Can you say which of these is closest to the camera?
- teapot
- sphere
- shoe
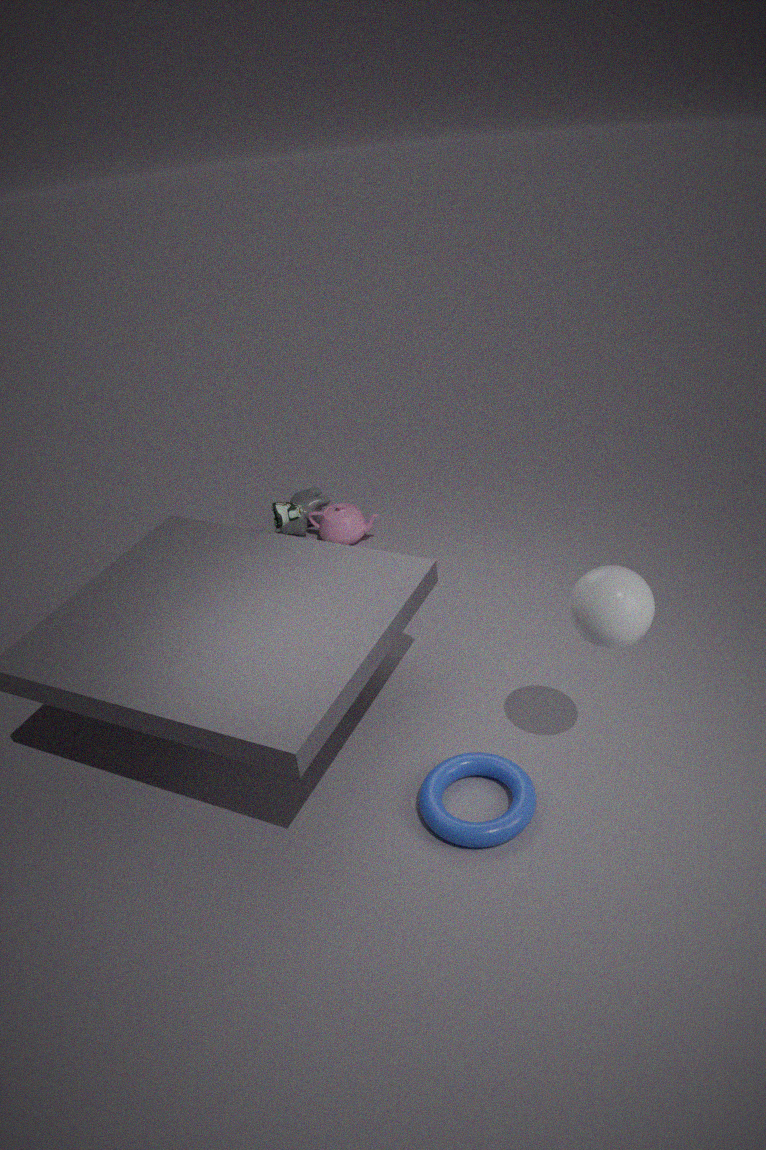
sphere
